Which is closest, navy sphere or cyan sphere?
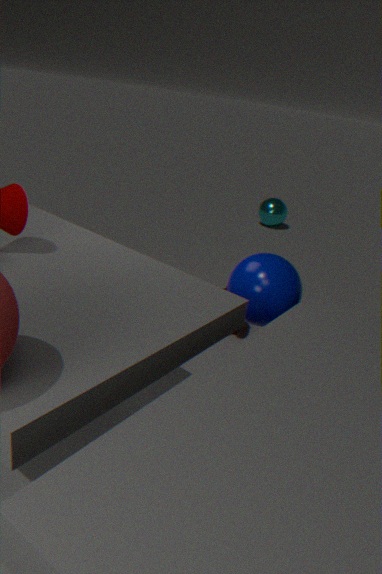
navy sphere
